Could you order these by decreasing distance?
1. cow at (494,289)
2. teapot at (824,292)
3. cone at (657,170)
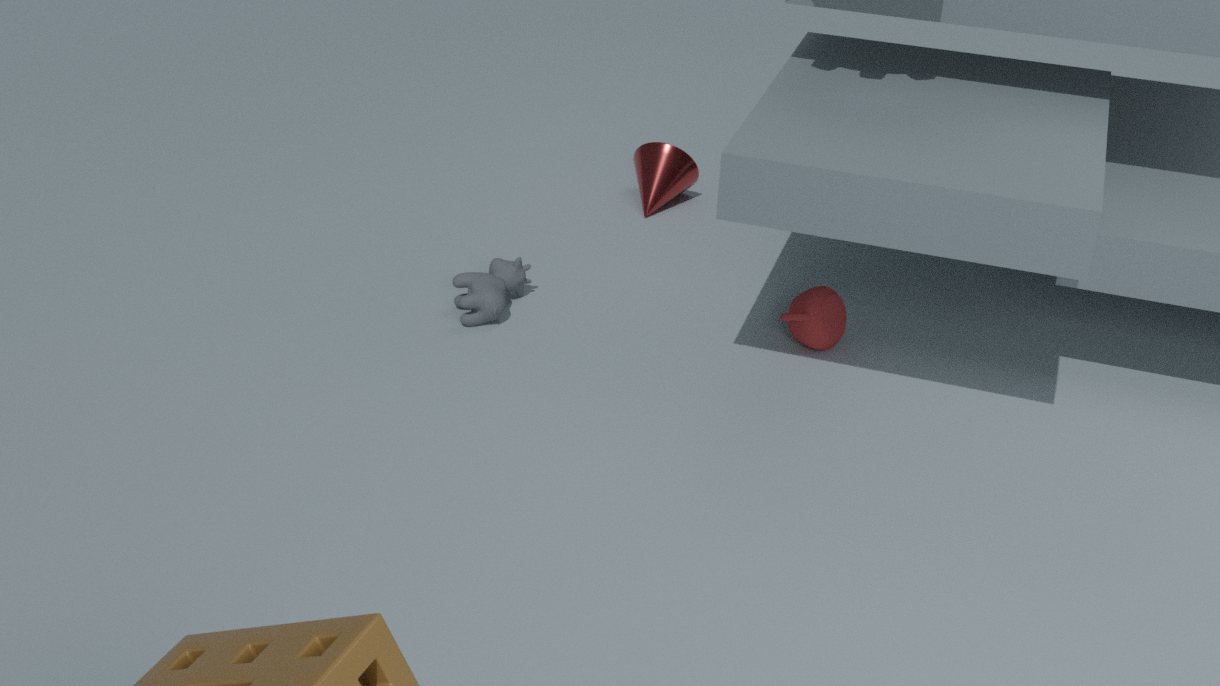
cone at (657,170), cow at (494,289), teapot at (824,292)
